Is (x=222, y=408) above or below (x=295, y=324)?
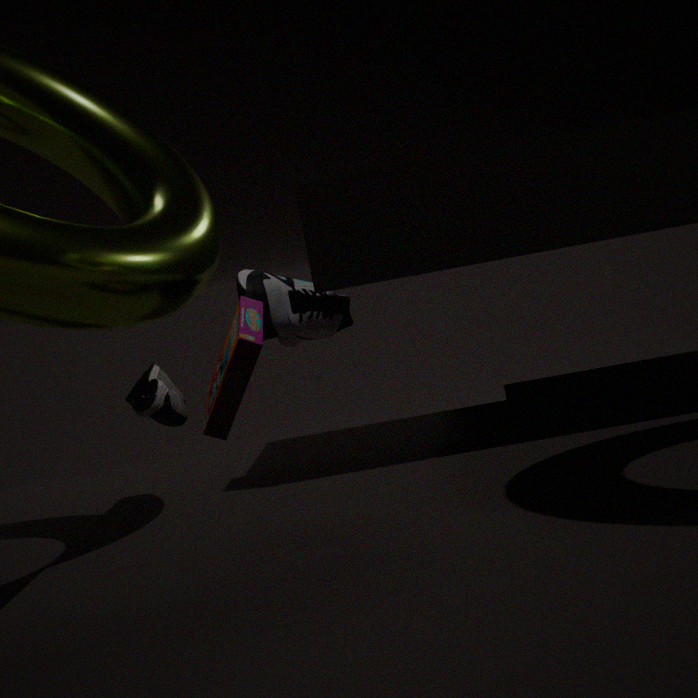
below
